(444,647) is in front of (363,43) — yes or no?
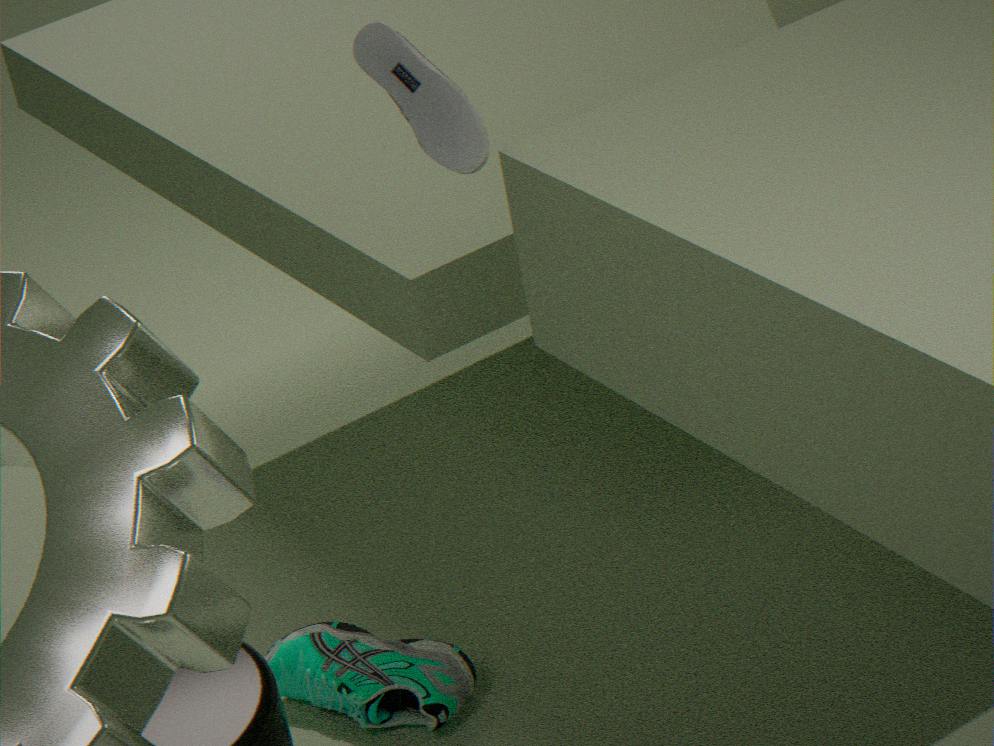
No
